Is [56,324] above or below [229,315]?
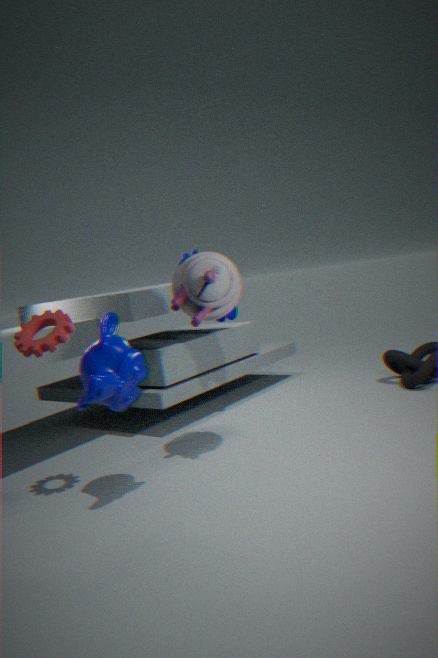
below
